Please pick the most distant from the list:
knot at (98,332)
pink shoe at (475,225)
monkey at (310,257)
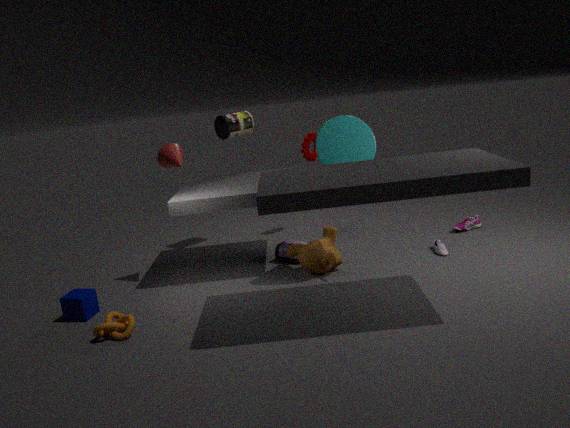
pink shoe at (475,225)
